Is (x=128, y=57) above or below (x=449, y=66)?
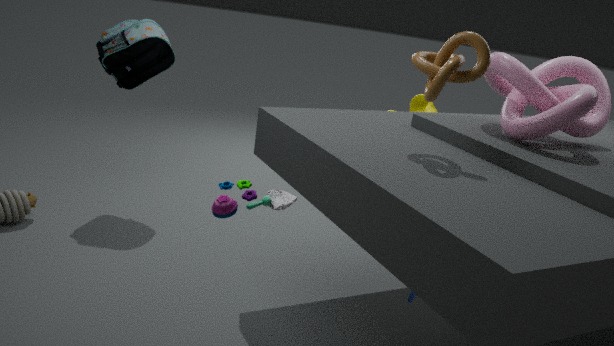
below
